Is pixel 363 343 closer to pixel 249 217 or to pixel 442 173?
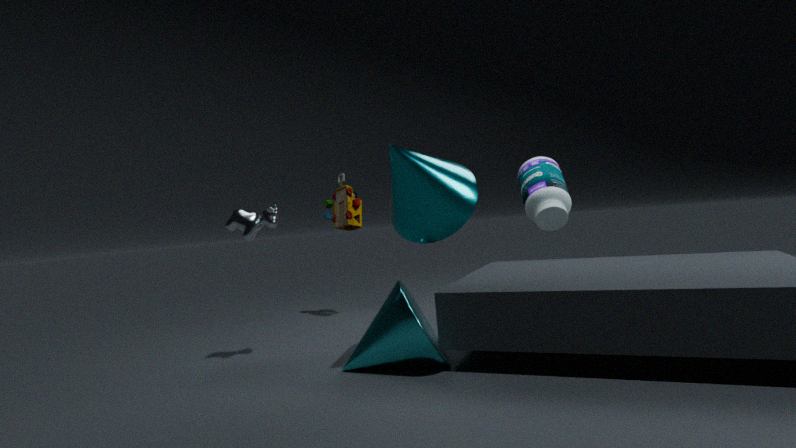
pixel 442 173
